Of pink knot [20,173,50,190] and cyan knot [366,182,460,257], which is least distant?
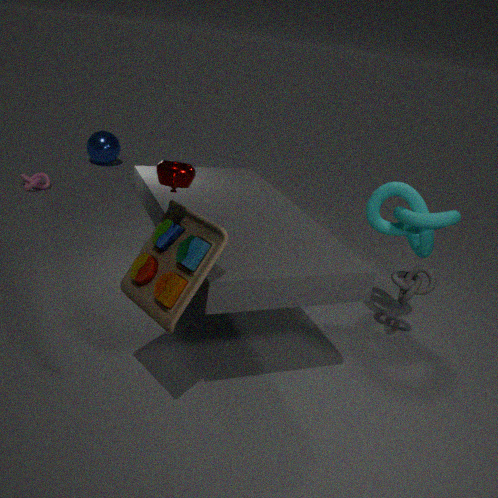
cyan knot [366,182,460,257]
